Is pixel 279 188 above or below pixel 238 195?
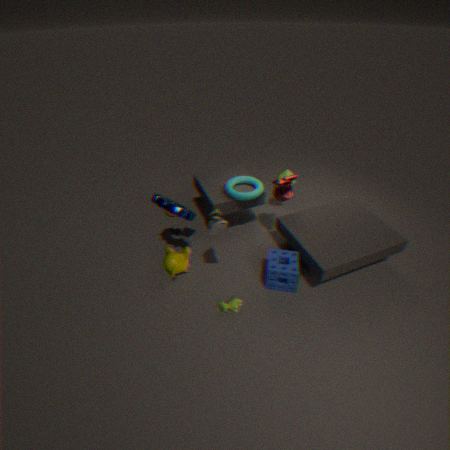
above
